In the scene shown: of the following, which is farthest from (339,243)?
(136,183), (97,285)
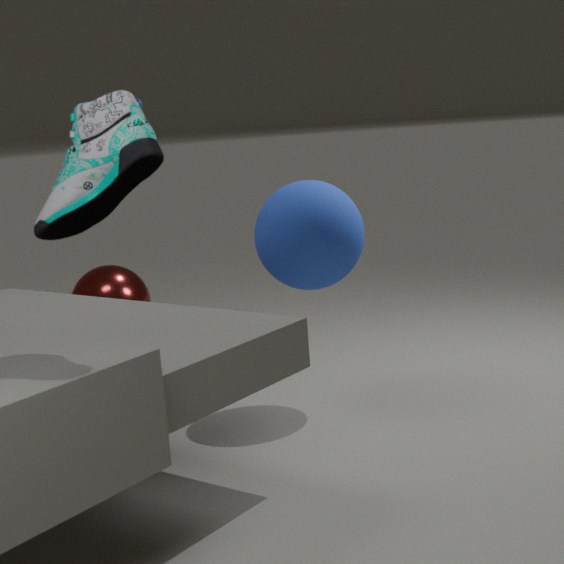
(97,285)
